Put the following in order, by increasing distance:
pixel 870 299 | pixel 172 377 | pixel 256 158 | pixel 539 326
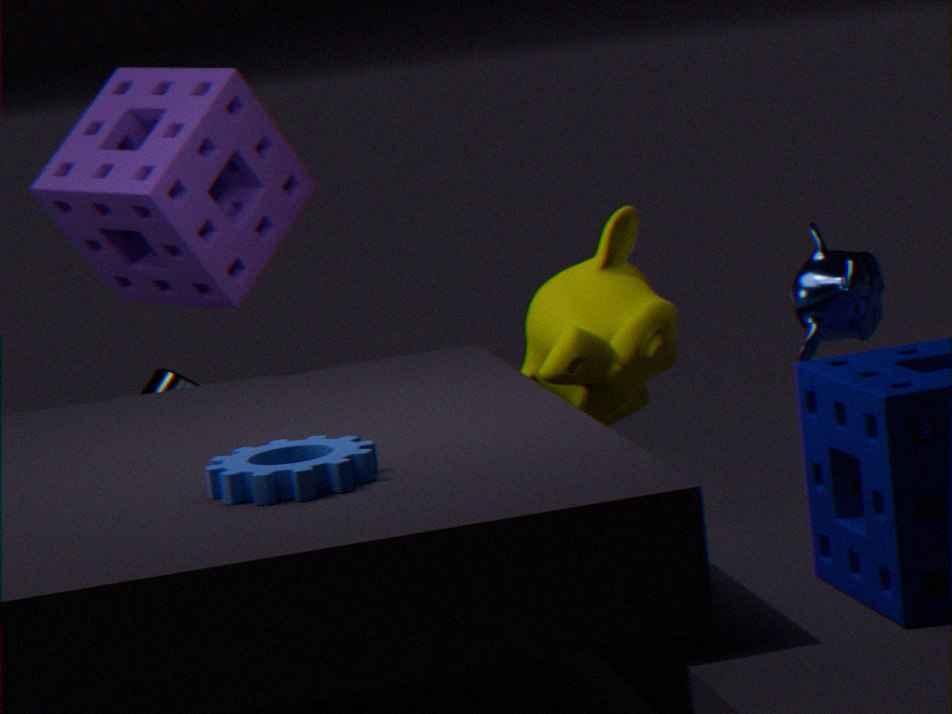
1. pixel 870 299
2. pixel 539 326
3. pixel 256 158
4. pixel 172 377
